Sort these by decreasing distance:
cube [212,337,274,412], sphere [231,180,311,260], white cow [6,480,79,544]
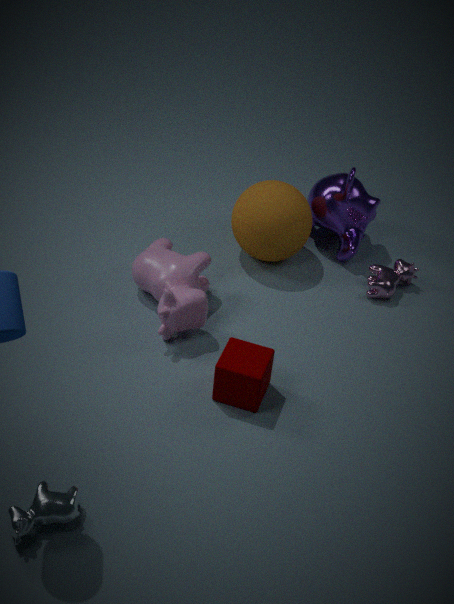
sphere [231,180,311,260] < cube [212,337,274,412] < white cow [6,480,79,544]
